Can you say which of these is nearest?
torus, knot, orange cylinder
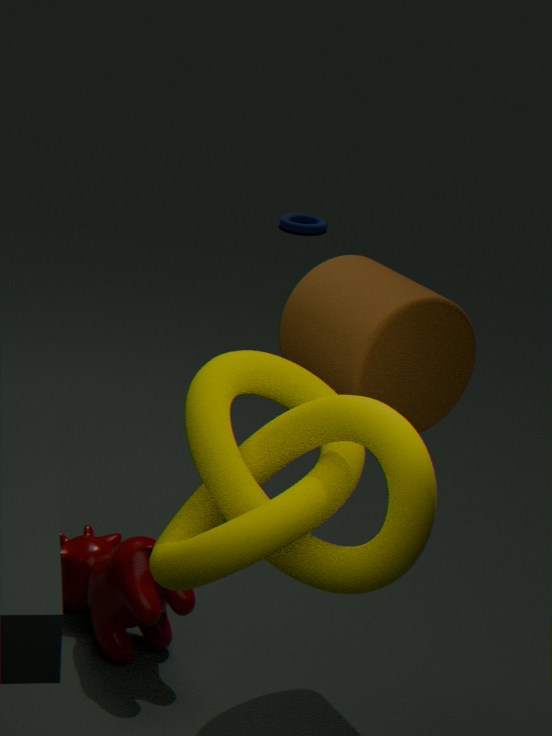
knot
